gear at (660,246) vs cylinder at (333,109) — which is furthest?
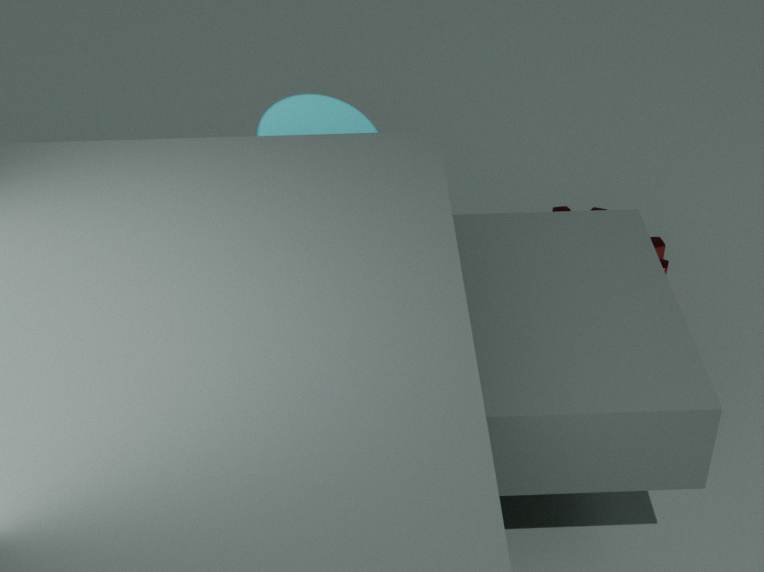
gear at (660,246)
